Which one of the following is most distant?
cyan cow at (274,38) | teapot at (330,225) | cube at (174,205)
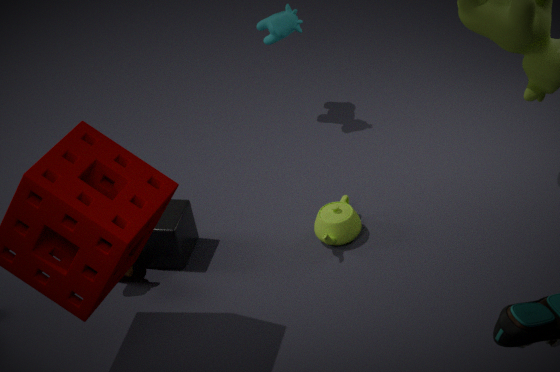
cyan cow at (274,38)
